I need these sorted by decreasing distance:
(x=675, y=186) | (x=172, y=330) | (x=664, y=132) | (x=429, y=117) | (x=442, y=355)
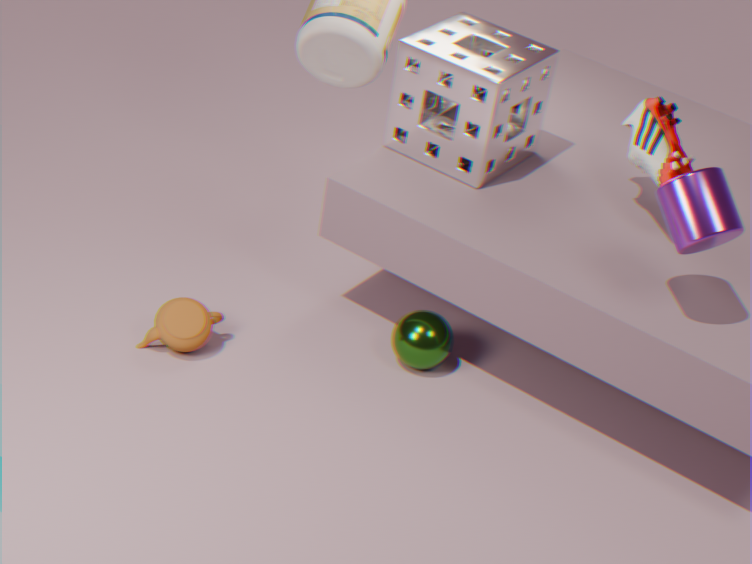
(x=429, y=117)
(x=442, y=355)
(x=664, y=132)
(x=172, y=330)
(x=675, y=186)
